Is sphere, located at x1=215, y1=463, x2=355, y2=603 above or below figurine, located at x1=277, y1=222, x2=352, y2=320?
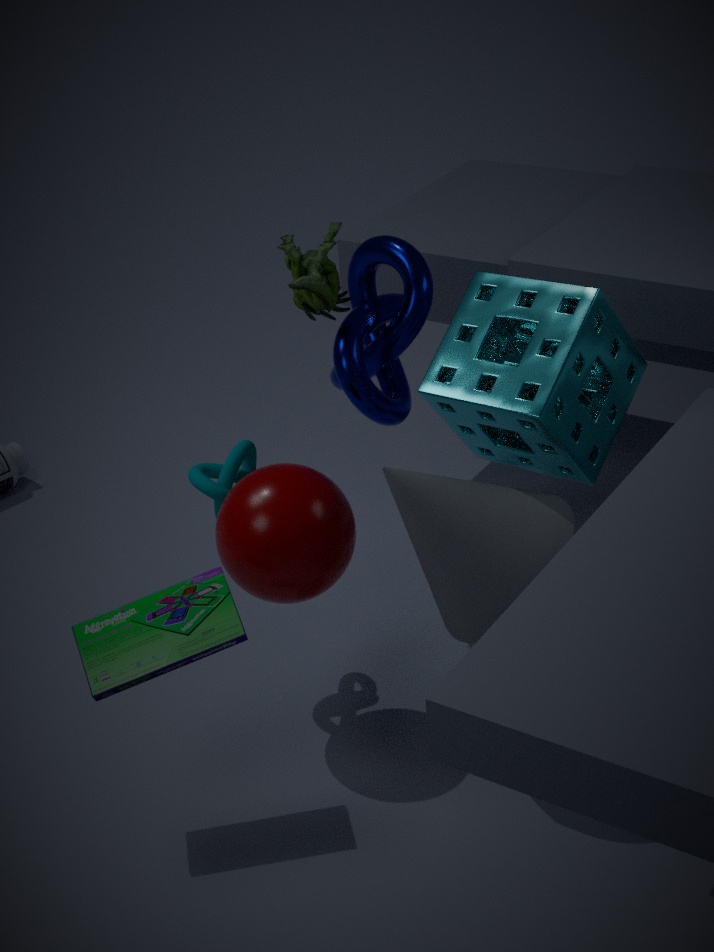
below
